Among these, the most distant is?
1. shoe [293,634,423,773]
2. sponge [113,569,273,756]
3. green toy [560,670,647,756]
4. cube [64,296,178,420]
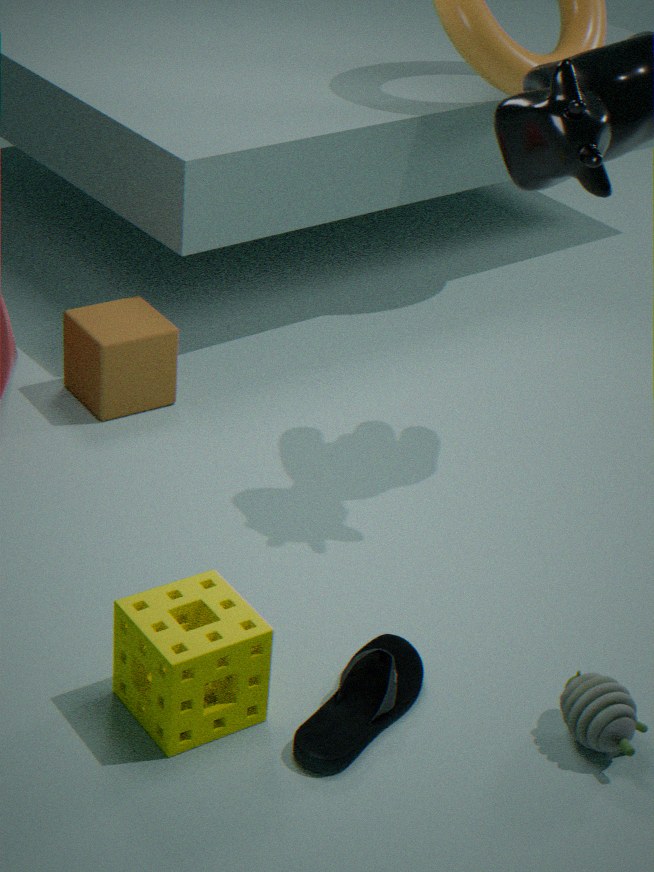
cube [64,296,178,420]
